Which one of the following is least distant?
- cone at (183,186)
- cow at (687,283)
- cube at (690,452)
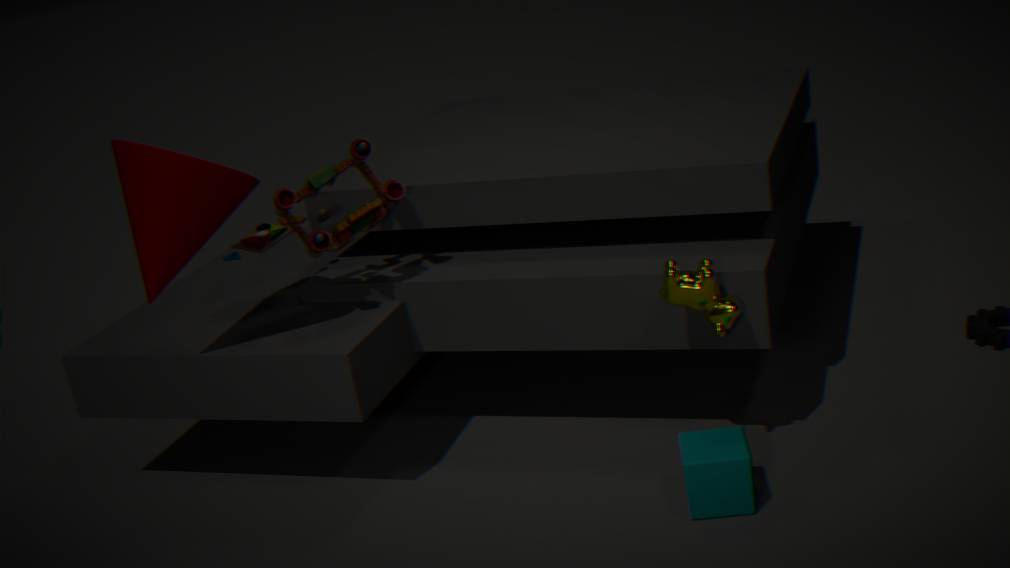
cube at (690,452)
